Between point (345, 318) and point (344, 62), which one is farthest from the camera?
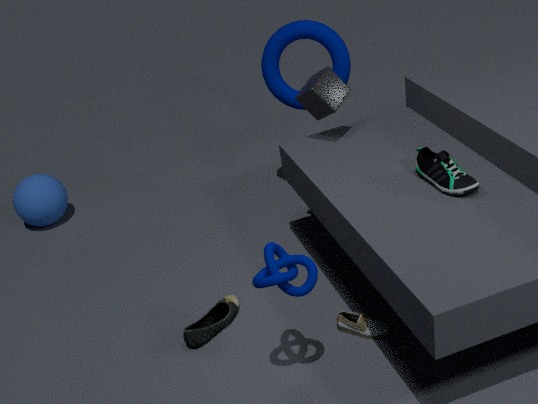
point (344, 62)
